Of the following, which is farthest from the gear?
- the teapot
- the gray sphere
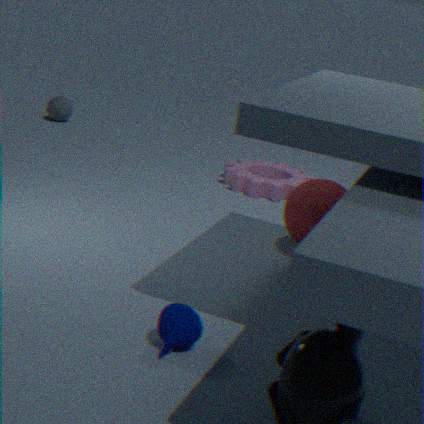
the teapot
